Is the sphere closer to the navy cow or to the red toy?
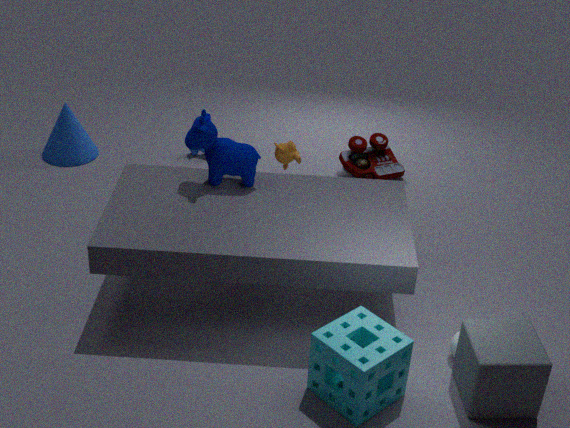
the navy cow
